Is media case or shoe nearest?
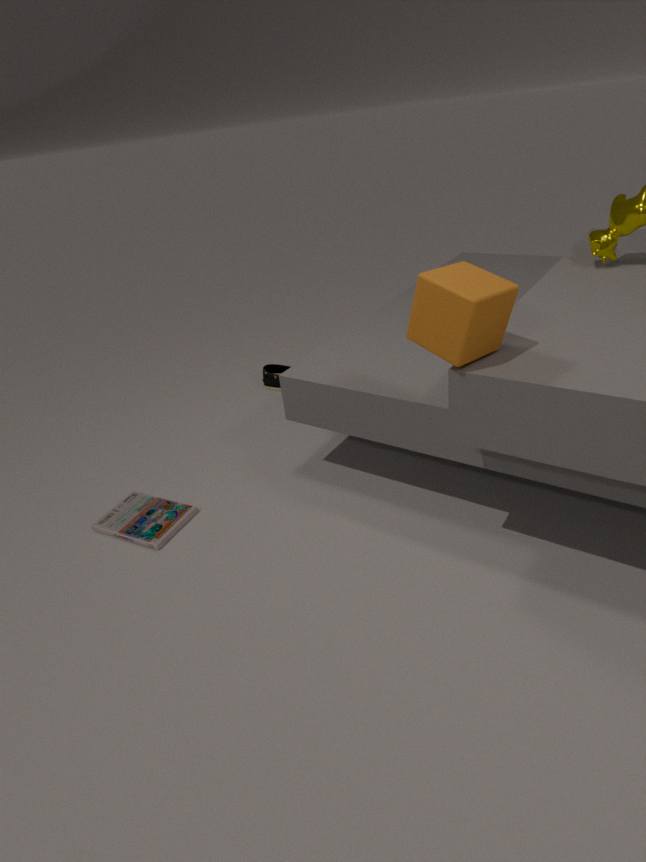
media case
